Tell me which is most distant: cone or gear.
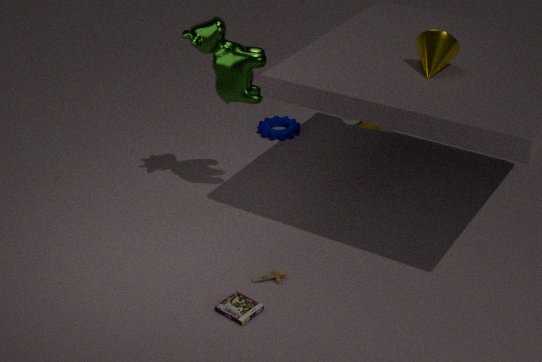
gear
